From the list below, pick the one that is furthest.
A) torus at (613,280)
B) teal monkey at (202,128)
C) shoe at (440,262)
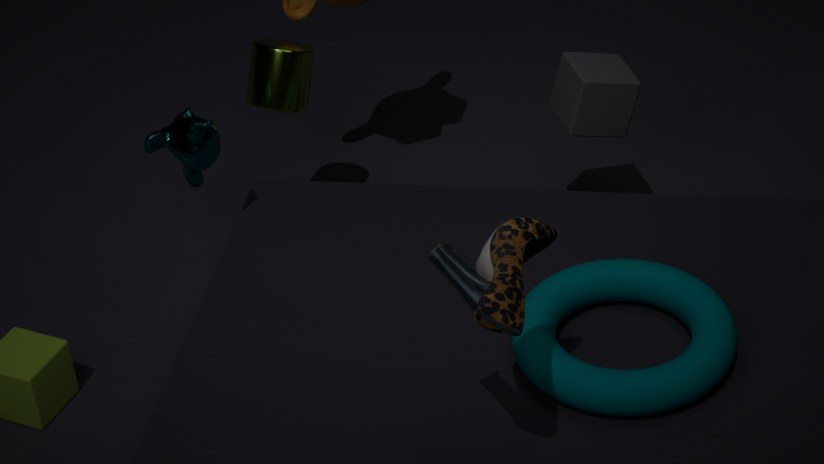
teal monkey at (202,128)
